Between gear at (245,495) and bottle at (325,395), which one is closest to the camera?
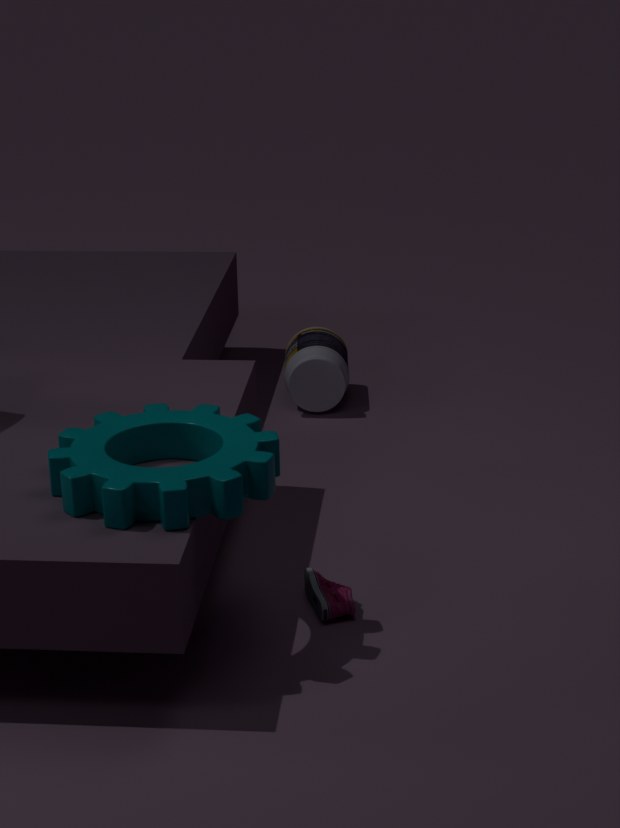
gear at (245,495)
